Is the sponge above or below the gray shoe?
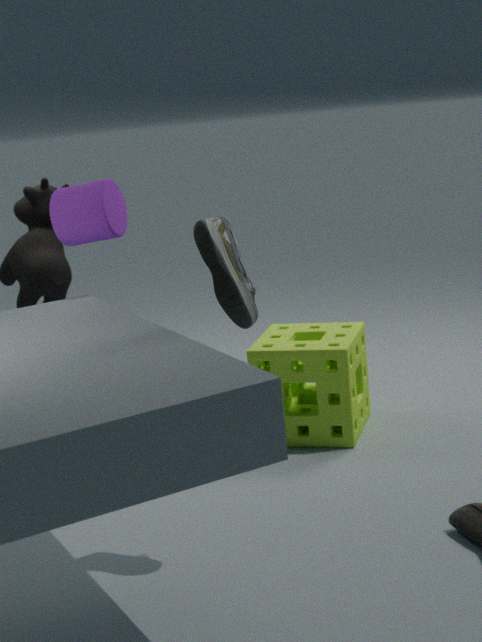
below
